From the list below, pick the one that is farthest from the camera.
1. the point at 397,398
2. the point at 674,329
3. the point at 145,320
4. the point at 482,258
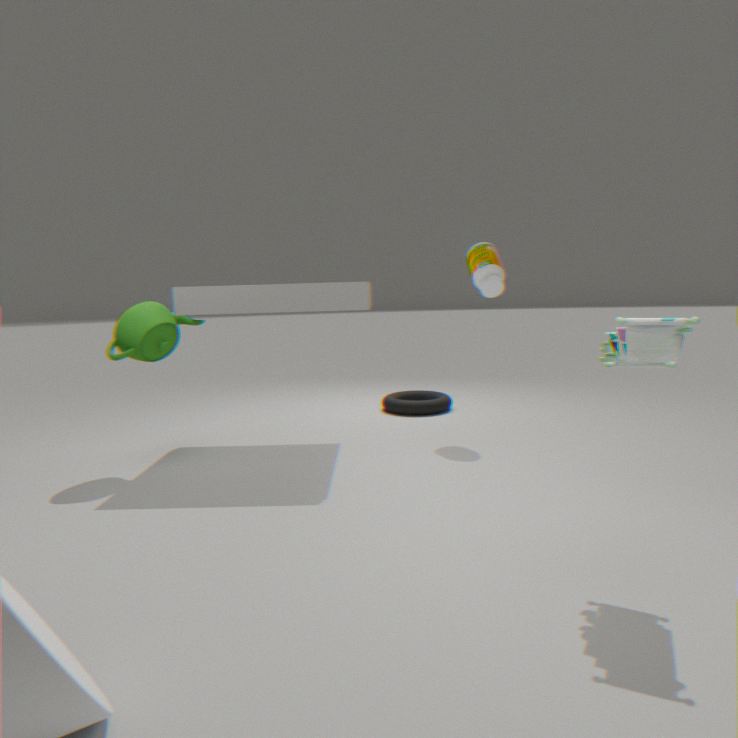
the point at 397,398
